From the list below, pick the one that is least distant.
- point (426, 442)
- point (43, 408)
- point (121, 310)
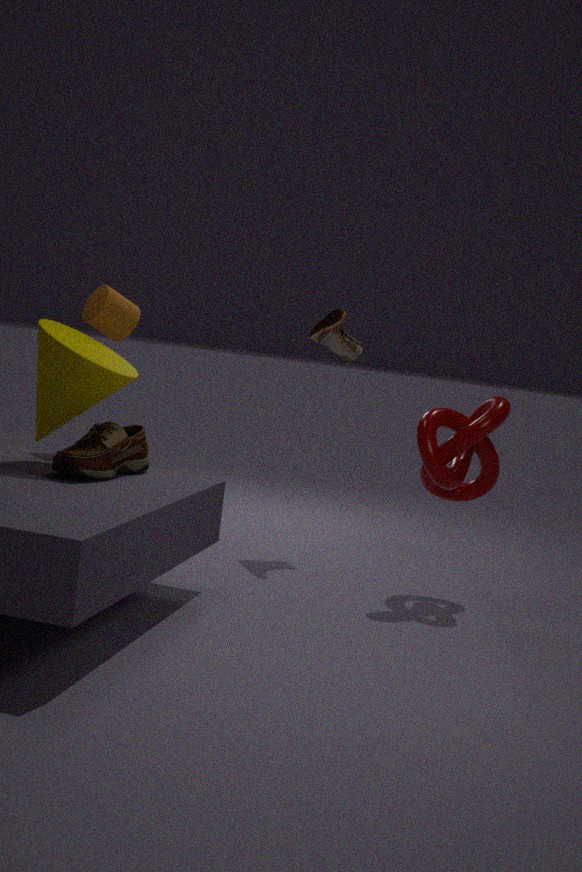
point (43, 408)
